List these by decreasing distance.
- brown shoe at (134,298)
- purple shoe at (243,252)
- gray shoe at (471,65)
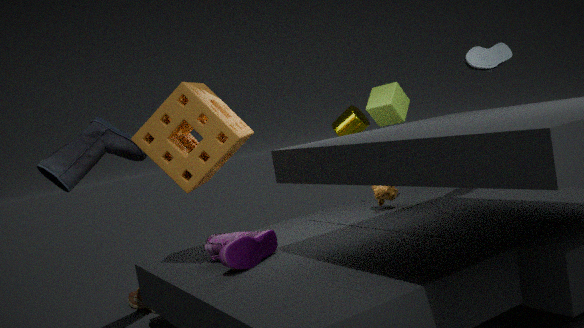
brown shoe at (134,298), gray shoe at (471,65), purple shoe at (243,252)
